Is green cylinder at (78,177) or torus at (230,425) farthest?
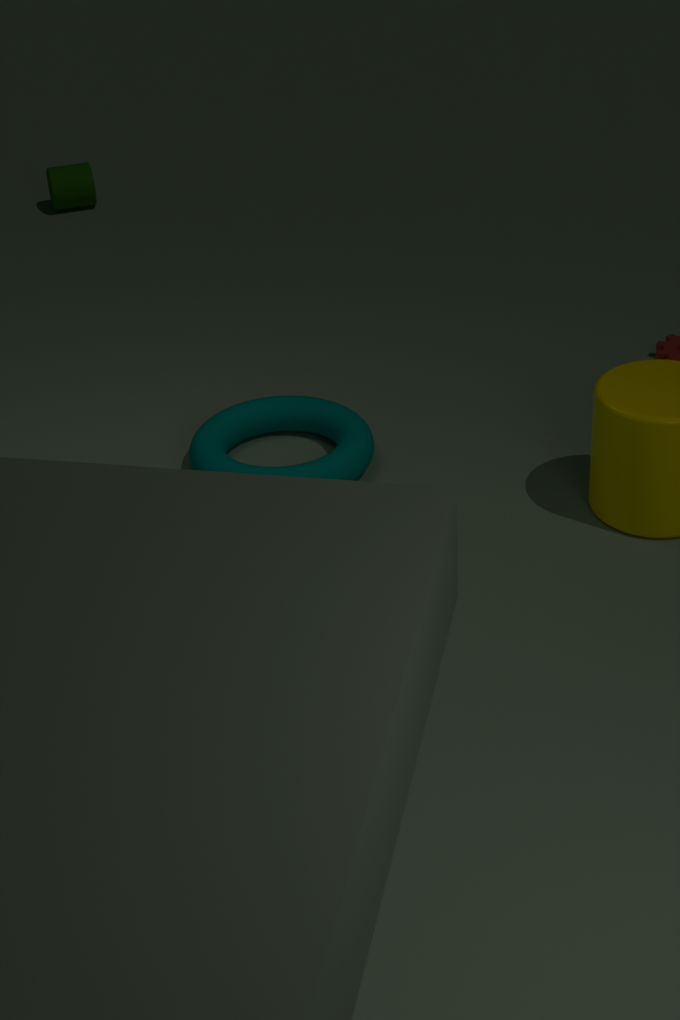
green cylinder at (78,177)
